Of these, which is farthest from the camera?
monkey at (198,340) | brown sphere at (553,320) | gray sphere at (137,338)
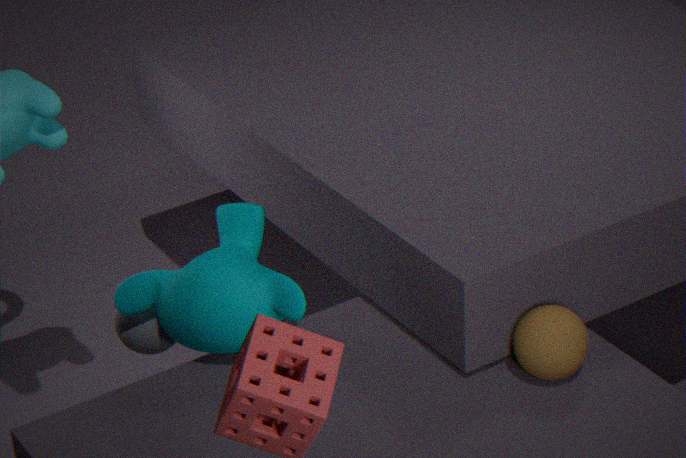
gray sphere at (137,338)
